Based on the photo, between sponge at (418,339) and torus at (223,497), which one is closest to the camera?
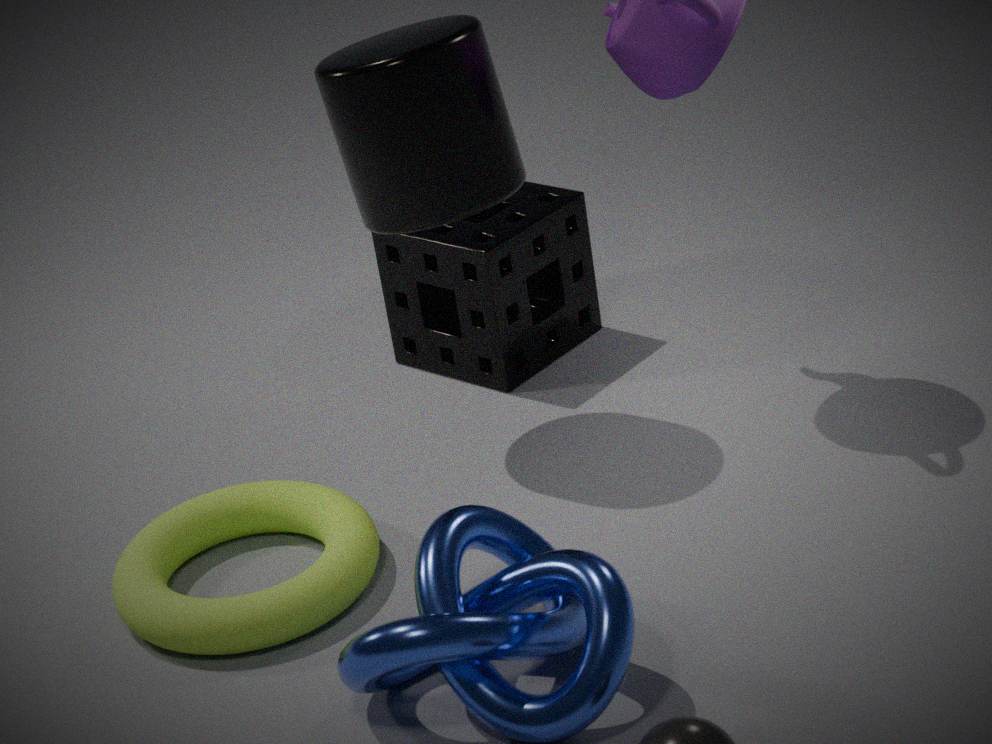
torus at (223,497)
